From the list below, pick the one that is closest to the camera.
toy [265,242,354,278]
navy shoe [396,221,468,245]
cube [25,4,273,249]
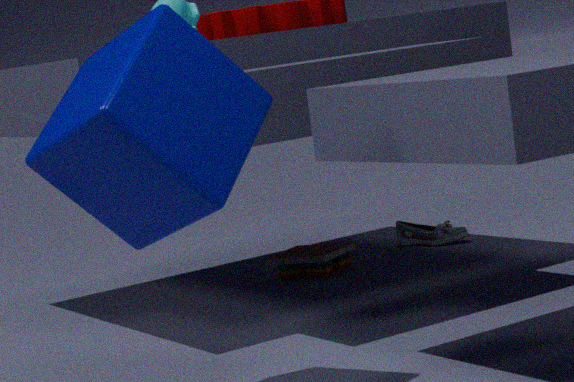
cube [25,4,273,249]
